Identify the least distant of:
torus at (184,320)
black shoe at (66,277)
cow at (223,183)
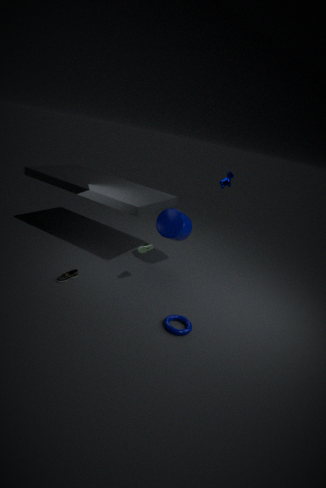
torus at (184,320)
